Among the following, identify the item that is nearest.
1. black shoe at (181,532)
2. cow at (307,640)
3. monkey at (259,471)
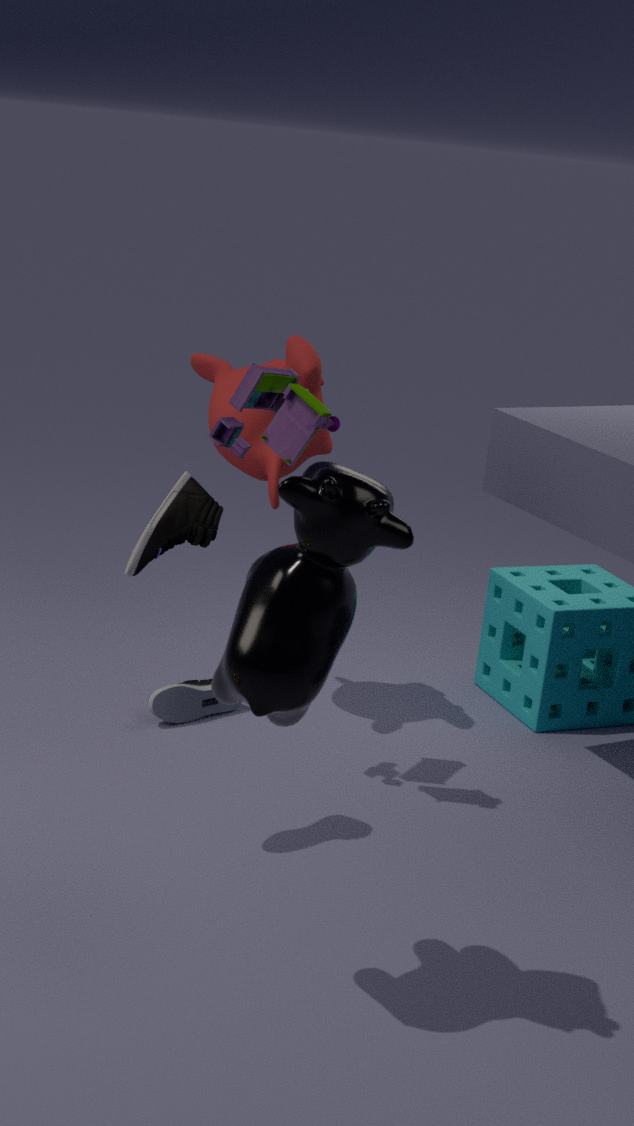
cow at (307,640)
